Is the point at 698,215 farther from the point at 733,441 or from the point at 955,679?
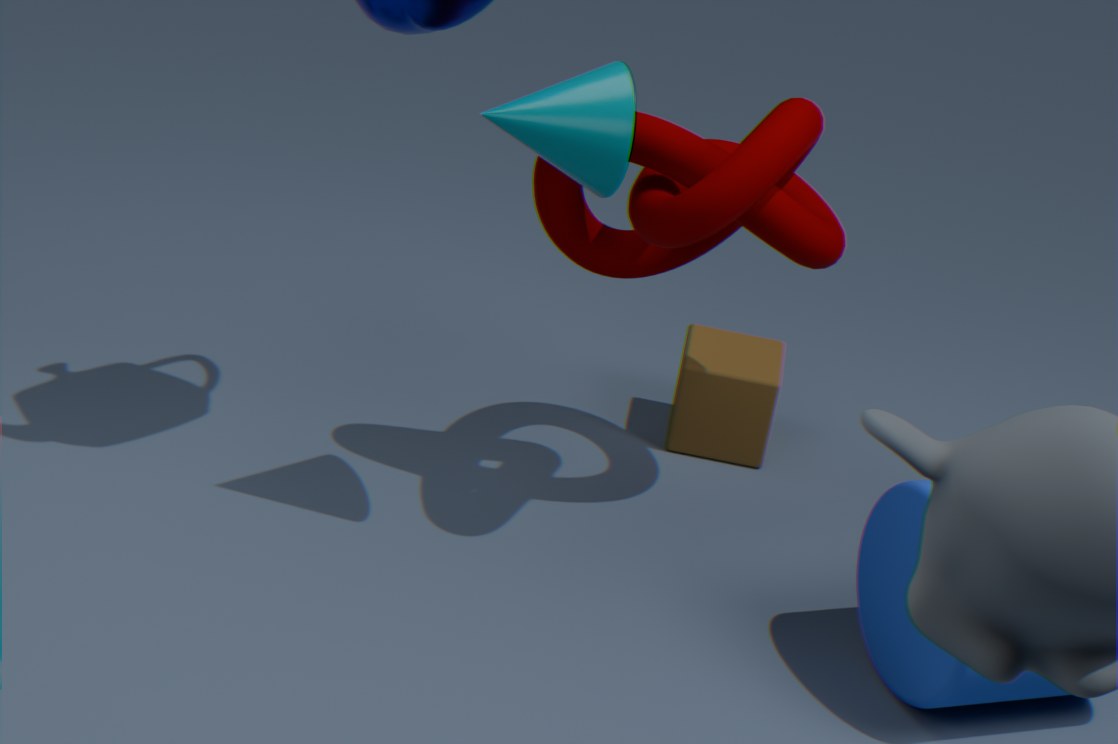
the point at 955,679
